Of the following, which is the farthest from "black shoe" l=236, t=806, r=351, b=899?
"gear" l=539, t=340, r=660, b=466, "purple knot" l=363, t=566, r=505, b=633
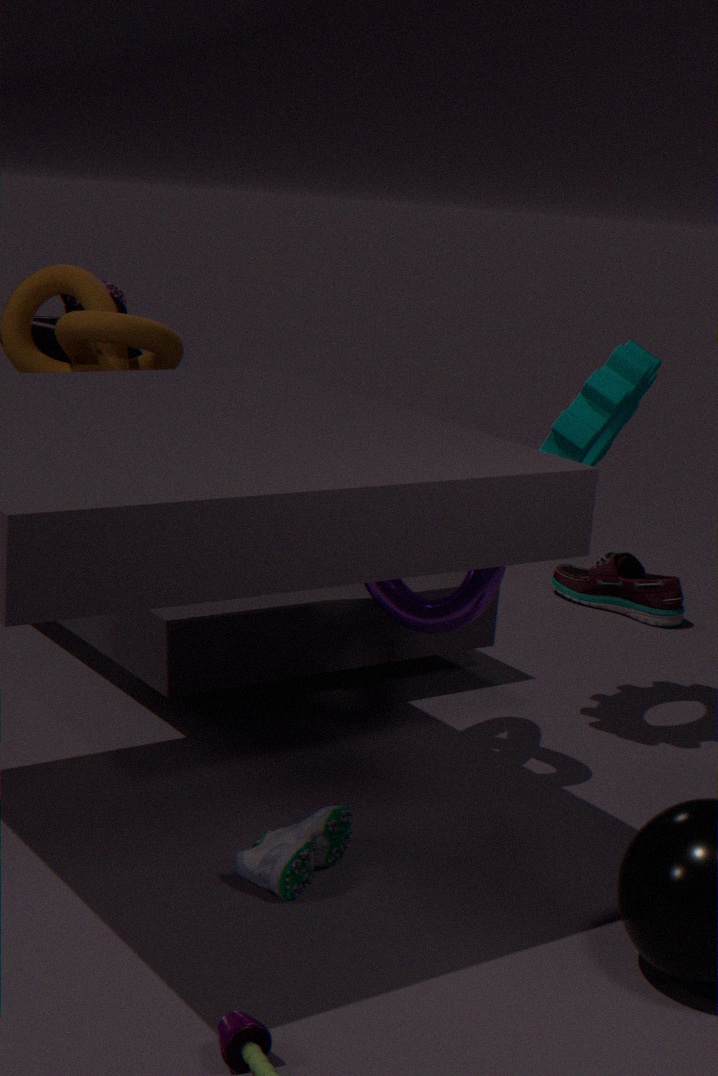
"gear" l=539, t=340, r=660, b=466
